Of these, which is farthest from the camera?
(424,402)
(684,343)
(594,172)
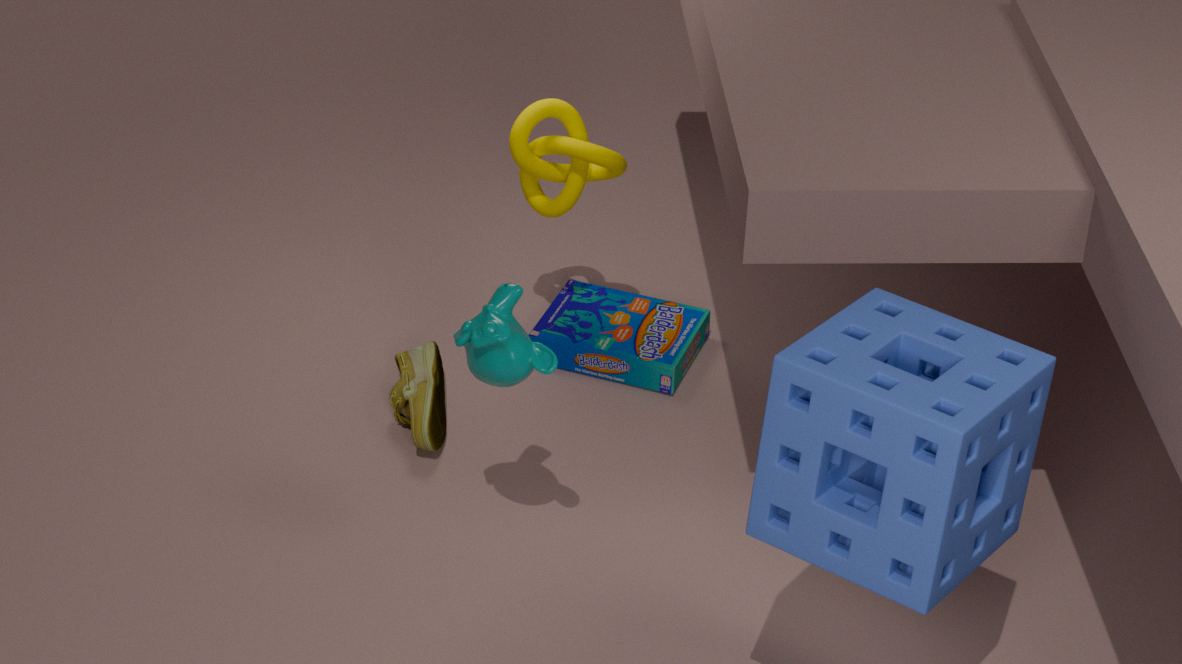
(684,343)
